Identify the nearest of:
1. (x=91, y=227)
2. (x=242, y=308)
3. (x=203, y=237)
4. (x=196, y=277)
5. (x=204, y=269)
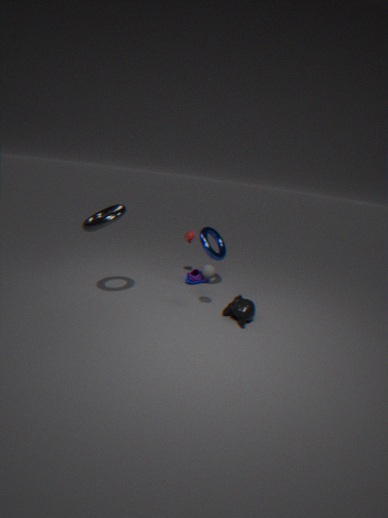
(x=91, y=227)
